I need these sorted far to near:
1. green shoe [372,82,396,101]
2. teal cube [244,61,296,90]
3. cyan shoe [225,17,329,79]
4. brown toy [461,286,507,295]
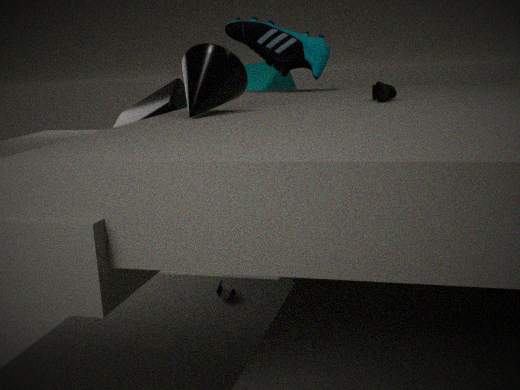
teal cube [244,61,296,90]
cyan shoe [225,17,329,79]
green shoe [372,82,396,101]
brown toy [461,286,507,295]
